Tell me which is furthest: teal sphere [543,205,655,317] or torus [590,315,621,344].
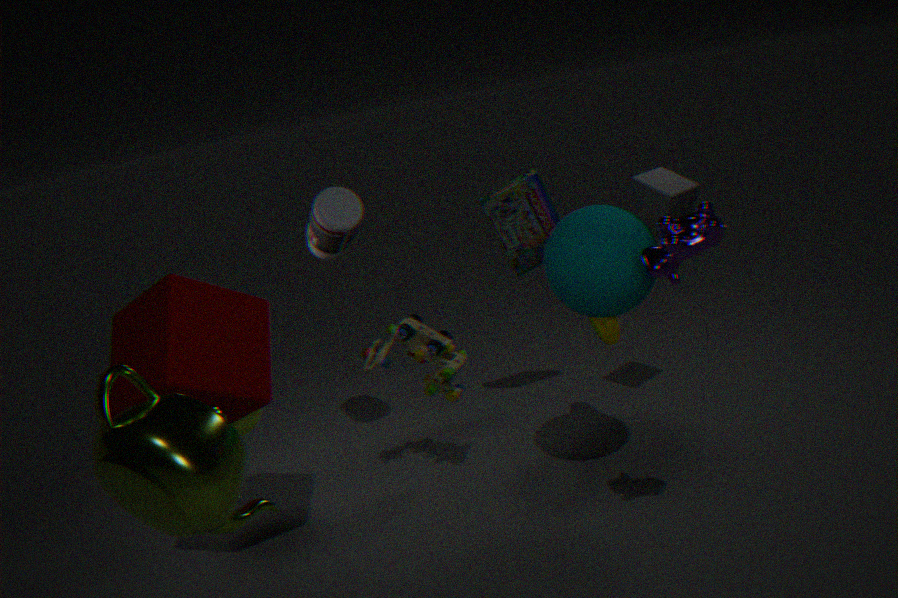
torus [590,315,621,344]
